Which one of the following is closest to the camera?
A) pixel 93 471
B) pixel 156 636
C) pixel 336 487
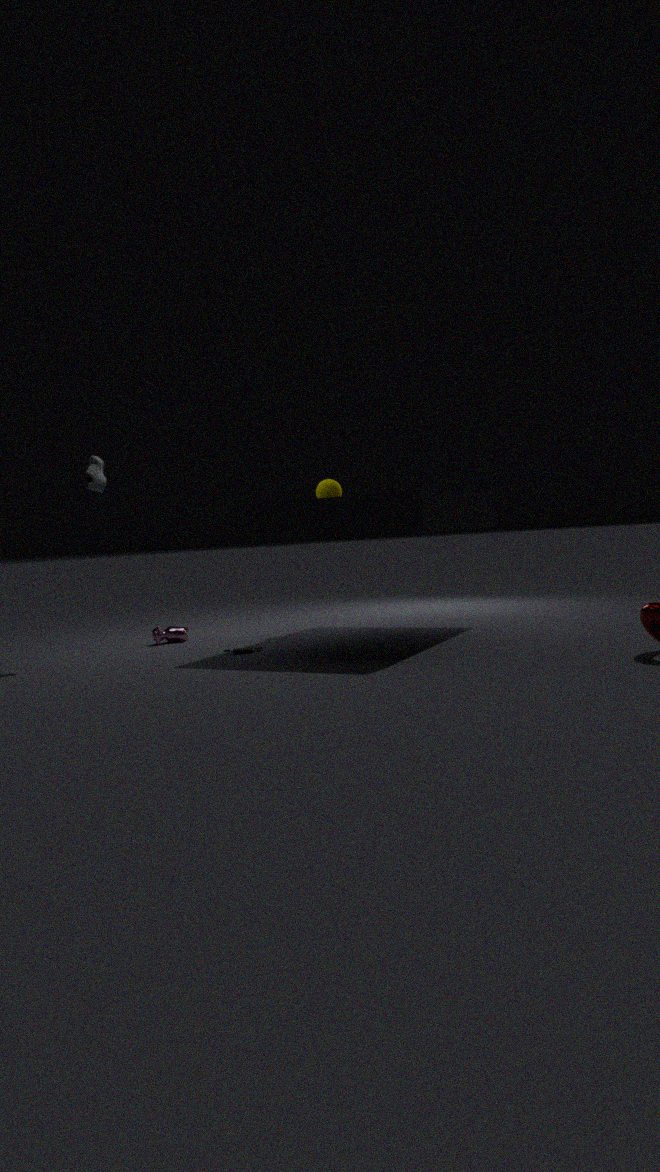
pixel 93 471
